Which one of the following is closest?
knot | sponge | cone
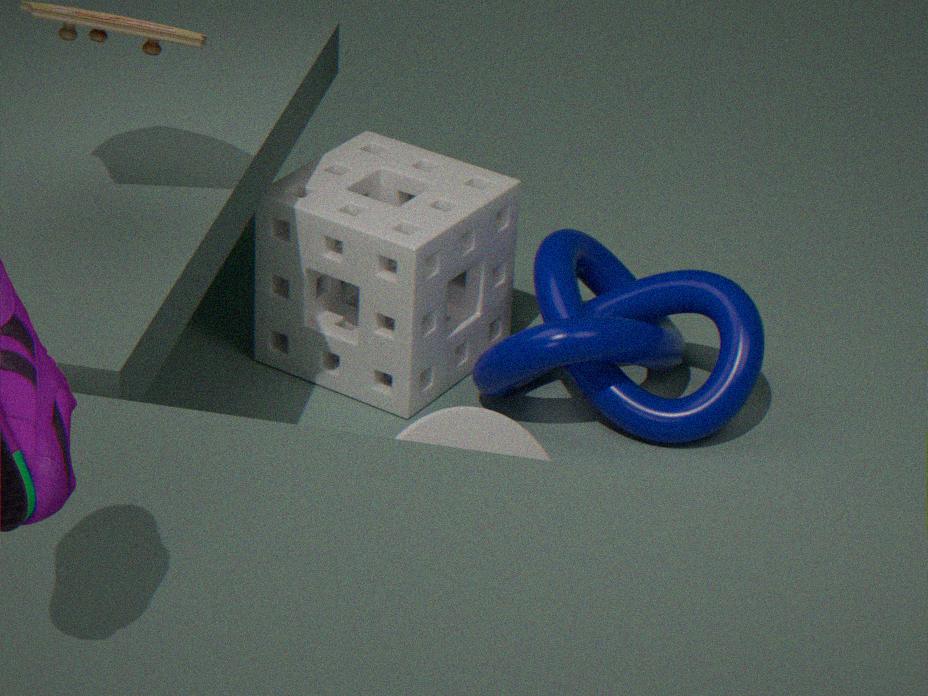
cone
